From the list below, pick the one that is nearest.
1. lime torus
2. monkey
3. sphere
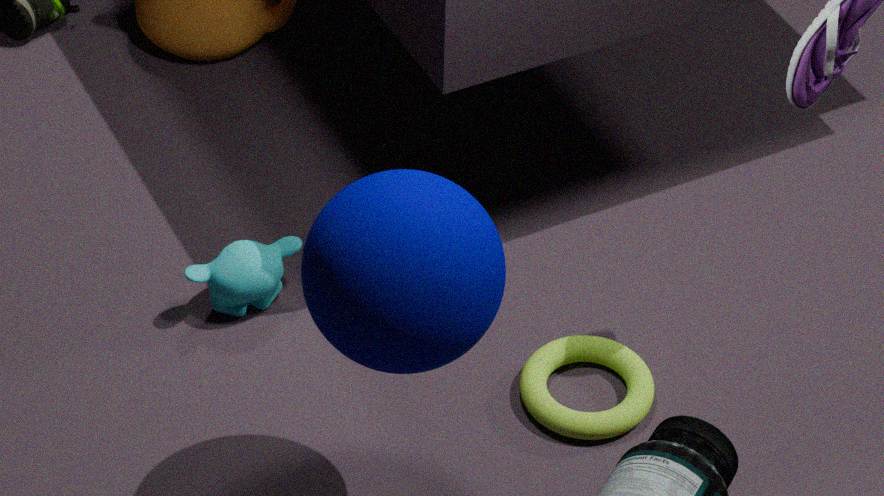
sphere
